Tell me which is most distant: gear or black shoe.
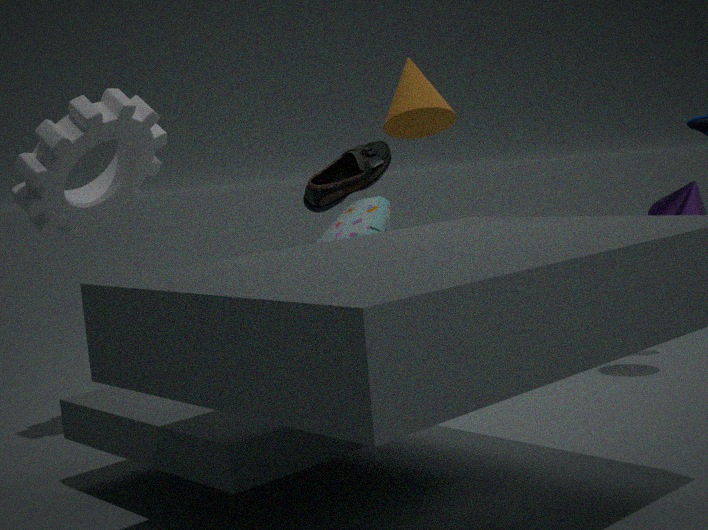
black shoe
